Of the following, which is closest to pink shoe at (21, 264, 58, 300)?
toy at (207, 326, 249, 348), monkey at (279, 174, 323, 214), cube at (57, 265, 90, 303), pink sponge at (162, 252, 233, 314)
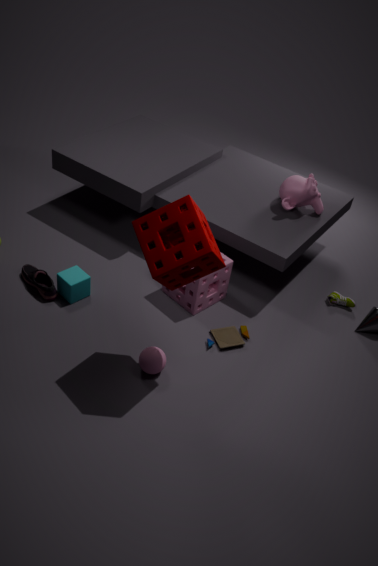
cube at (57, 265, 90, 303)
